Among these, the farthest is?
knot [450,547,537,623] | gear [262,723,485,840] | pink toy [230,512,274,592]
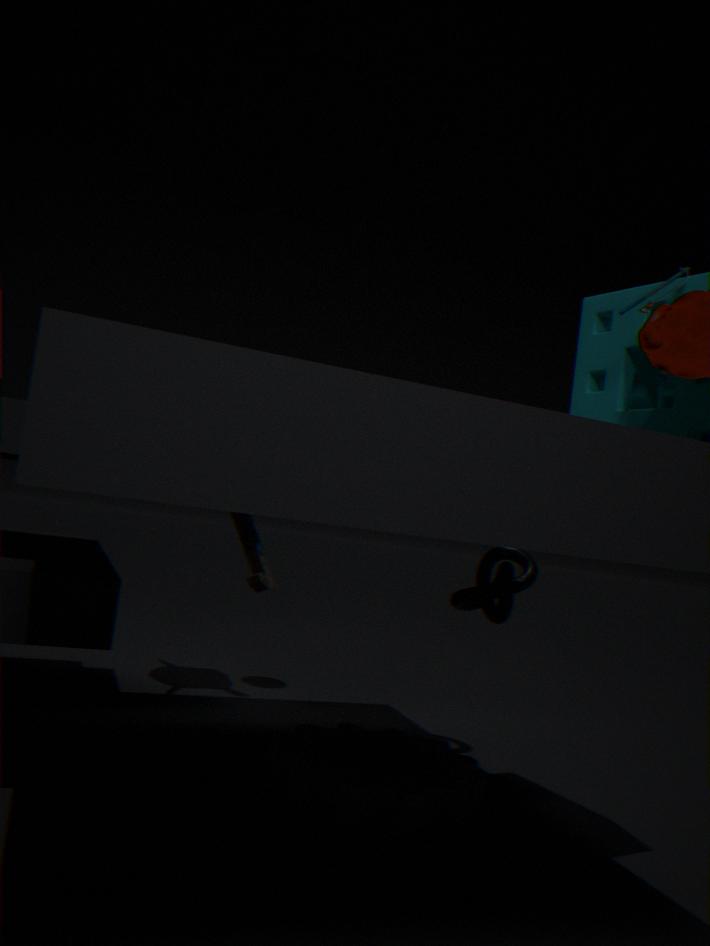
Answer: pink toy [230,512,274,592]
